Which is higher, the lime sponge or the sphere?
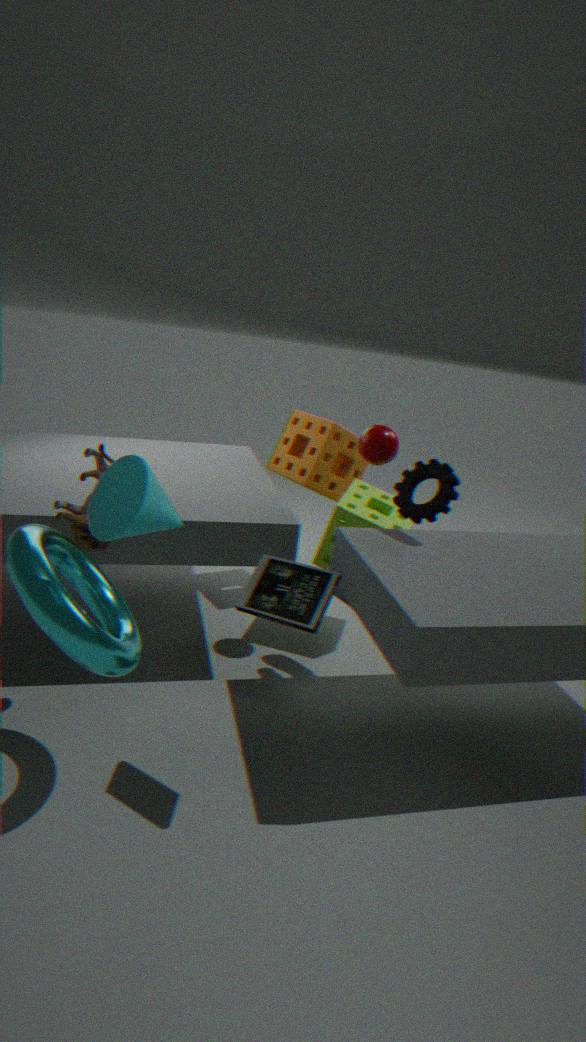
the sphere
